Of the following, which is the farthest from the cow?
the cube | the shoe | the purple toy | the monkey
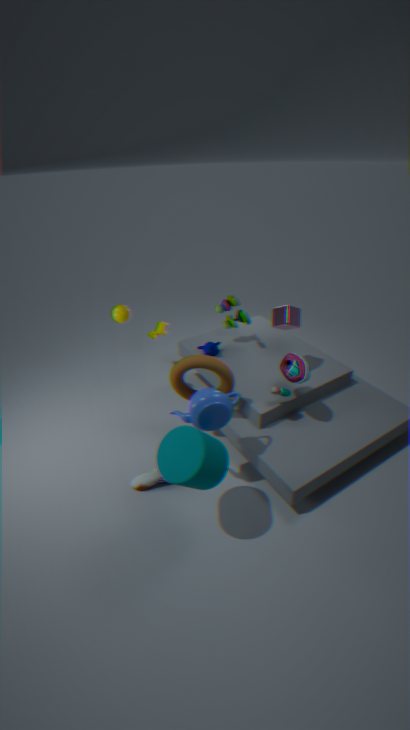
the shoe
